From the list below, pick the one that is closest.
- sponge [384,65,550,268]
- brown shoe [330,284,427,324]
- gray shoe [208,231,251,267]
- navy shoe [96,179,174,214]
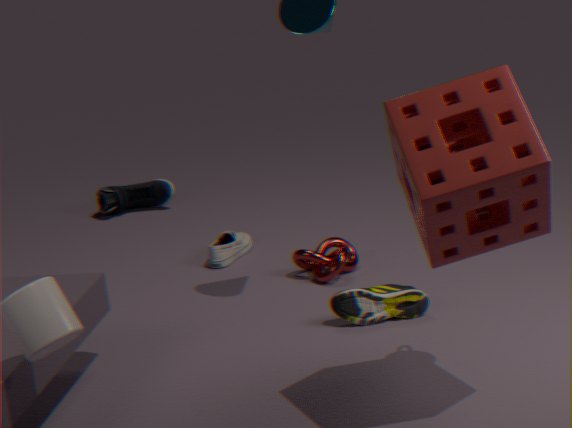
sponge [384,65,550,268]
